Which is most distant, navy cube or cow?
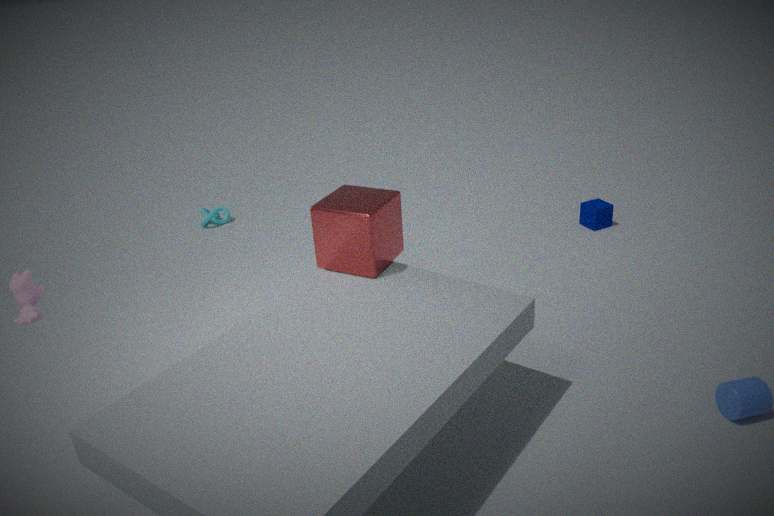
navy cube
